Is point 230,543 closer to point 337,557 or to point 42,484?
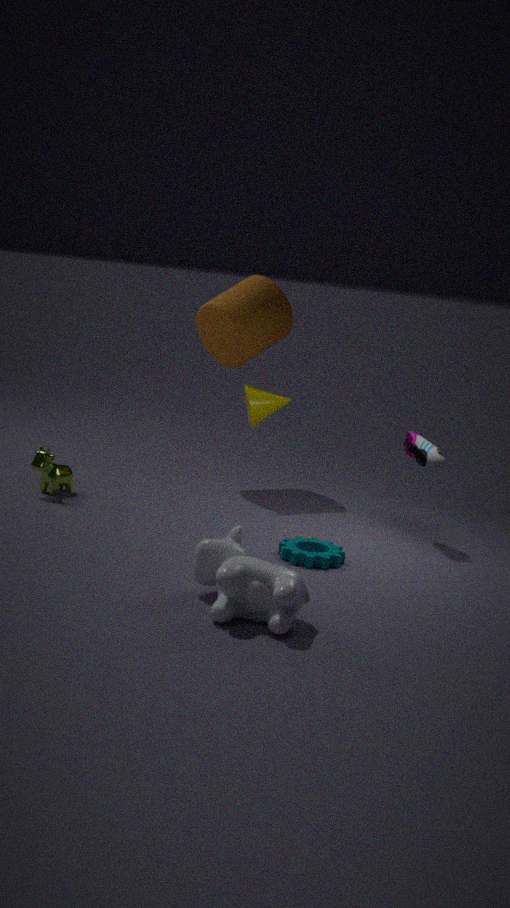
point 337,557
